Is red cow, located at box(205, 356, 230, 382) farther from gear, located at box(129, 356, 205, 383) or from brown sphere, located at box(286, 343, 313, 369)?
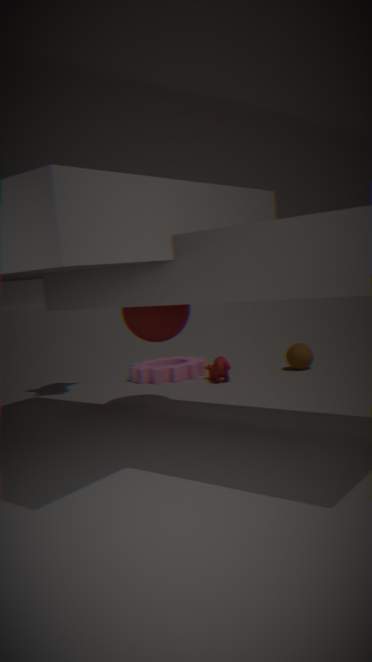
brown sphere, located at box(286, 343, 313, 369)
